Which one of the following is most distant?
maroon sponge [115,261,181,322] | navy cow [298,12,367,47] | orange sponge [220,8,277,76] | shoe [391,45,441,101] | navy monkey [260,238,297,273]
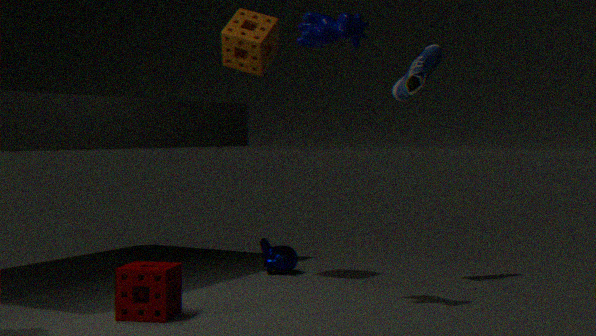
navy monkey [260,238,297,273]
